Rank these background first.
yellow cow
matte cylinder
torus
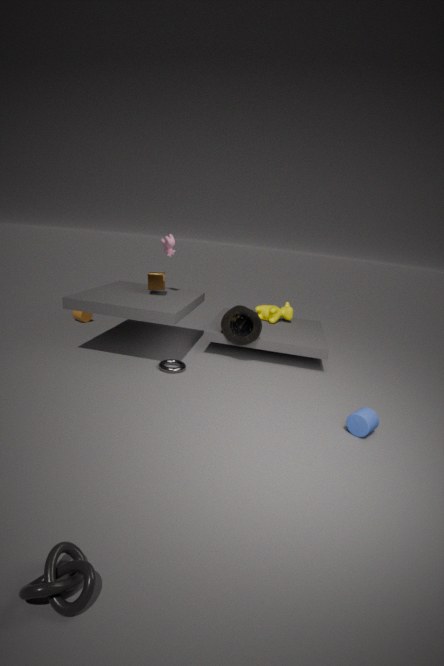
yellow cow < torus < matte cylinder
